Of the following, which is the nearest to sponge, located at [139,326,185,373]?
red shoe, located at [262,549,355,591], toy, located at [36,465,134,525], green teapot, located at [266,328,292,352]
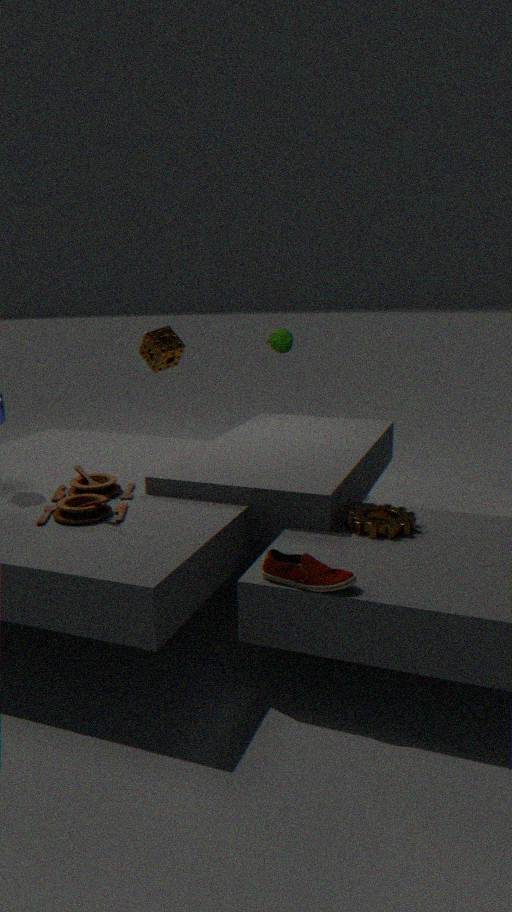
green teapot, located at [266,328,292,352]
